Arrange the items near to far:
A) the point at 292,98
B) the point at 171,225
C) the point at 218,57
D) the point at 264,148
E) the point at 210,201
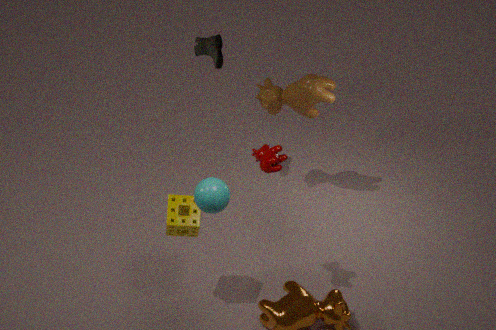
the point at 210,201 → the point at 171,225 → the point at 264,148 → the point at 218,57 → the point at 292,98
